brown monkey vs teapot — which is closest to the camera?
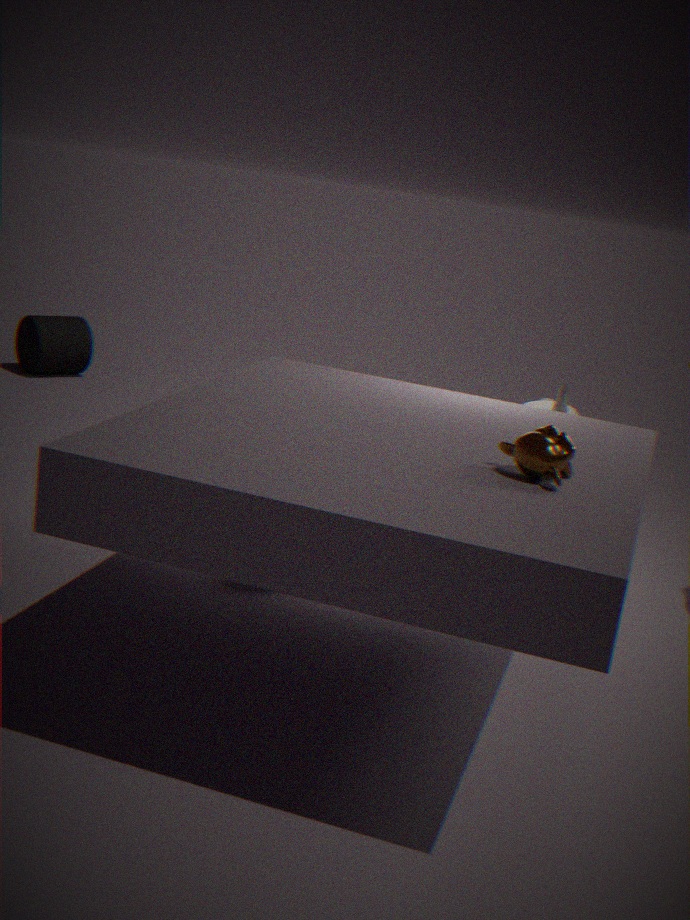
brown monkey
